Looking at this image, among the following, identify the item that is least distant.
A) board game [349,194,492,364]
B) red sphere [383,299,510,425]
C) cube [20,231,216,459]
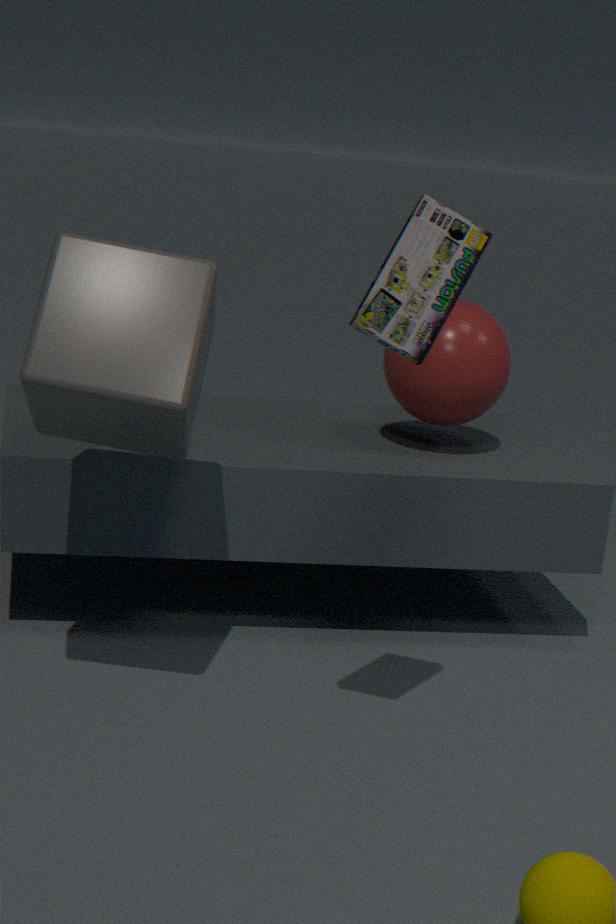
board game [349,194,492,364]
